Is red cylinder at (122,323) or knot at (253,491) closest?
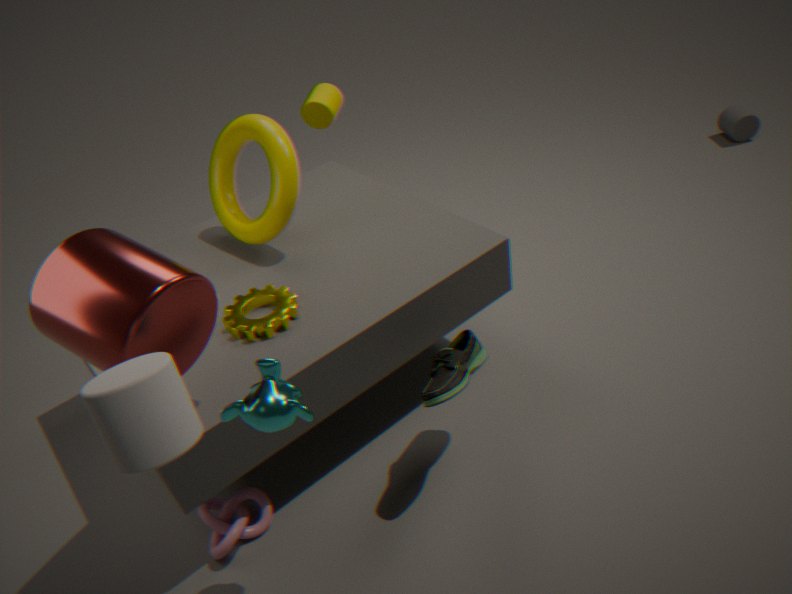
red cylinder at (122,323)
